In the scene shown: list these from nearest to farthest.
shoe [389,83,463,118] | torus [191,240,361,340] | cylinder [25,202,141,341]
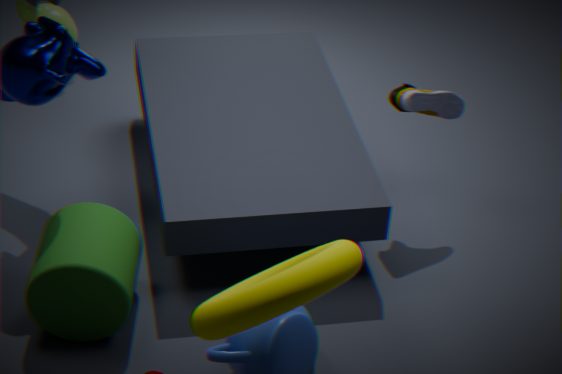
torus [191,240,361,340], cylinder [25,202,141,341], shoe [389,83,463,118]
